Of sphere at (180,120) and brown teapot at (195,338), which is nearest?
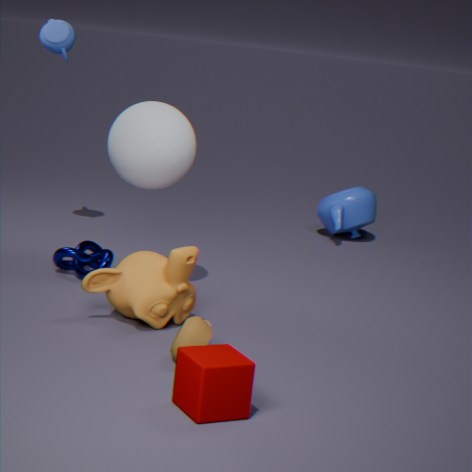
brown teapot at (195,338)
